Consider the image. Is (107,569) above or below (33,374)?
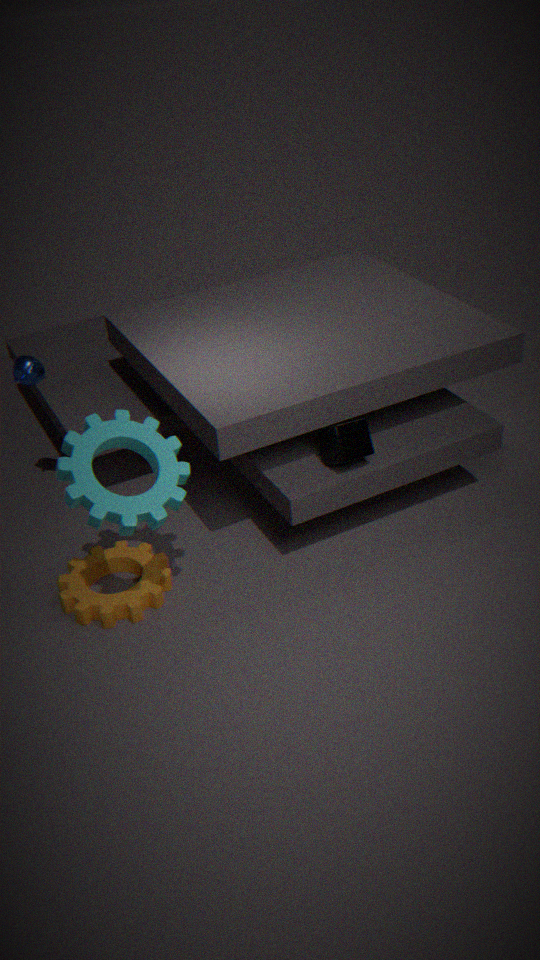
below
